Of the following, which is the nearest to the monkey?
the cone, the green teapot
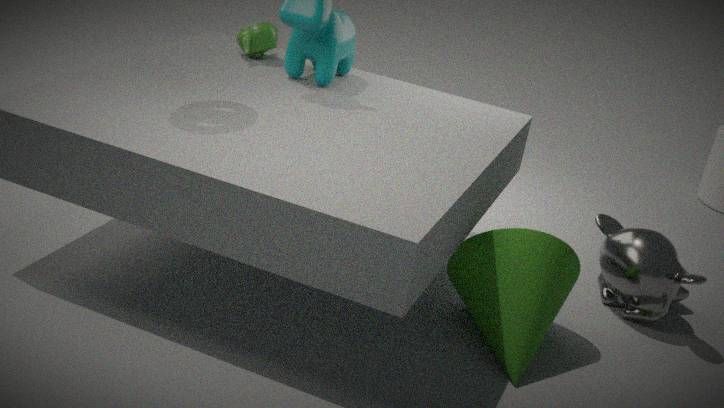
the cone
